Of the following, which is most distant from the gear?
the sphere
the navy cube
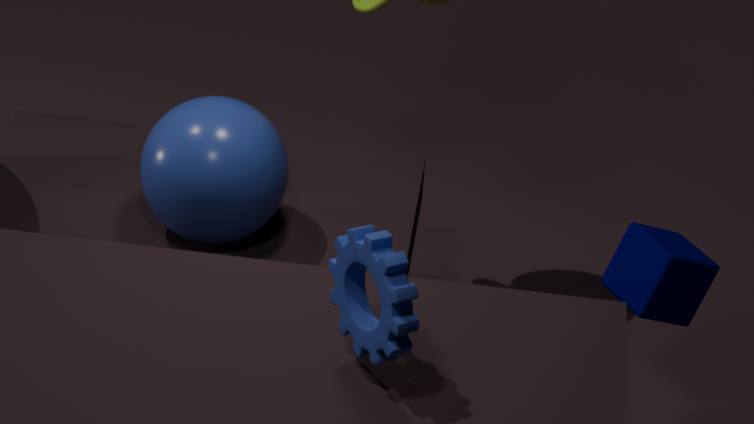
the navy cube
